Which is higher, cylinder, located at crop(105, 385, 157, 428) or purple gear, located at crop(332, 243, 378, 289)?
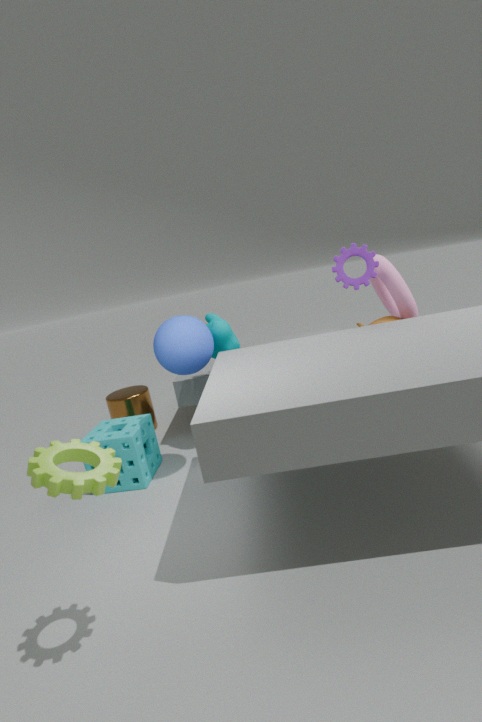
purple gear, located at crop(332, 243, 378, 289)
